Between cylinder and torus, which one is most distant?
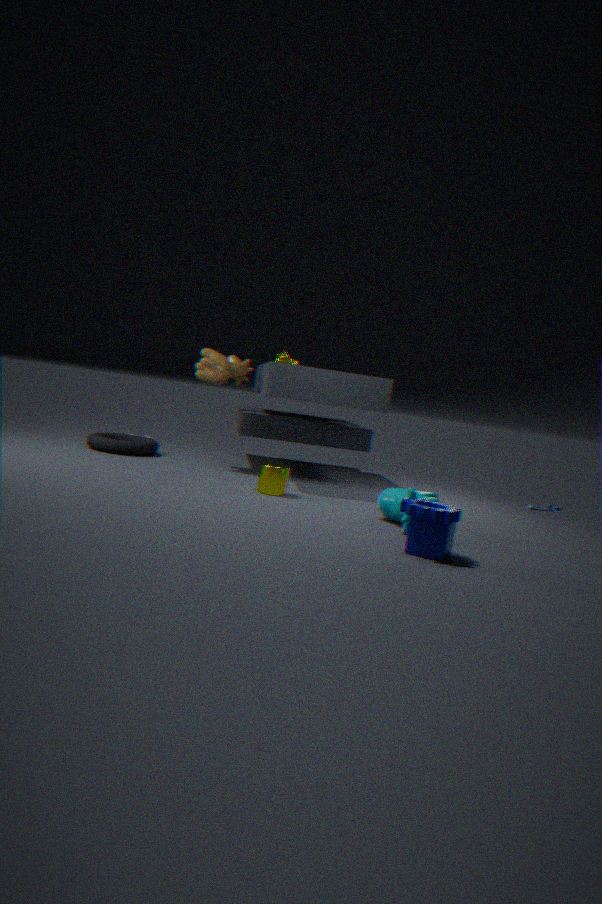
torus
